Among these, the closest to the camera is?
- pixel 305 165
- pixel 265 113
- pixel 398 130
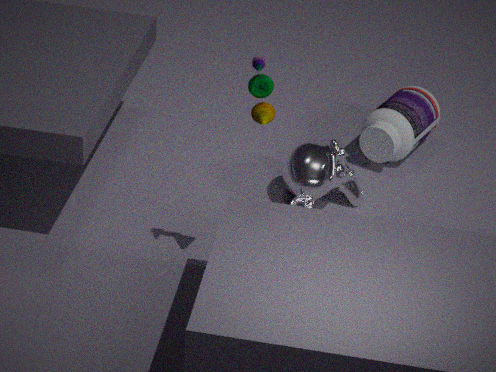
pixel 265 113
